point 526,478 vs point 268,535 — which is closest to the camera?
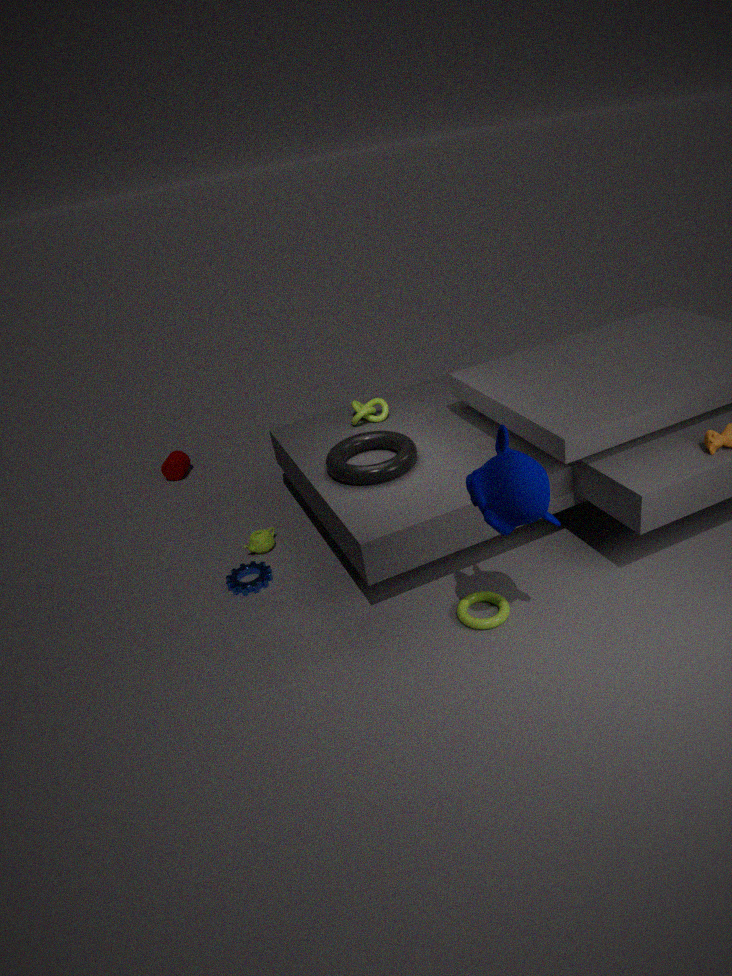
point 526,478
